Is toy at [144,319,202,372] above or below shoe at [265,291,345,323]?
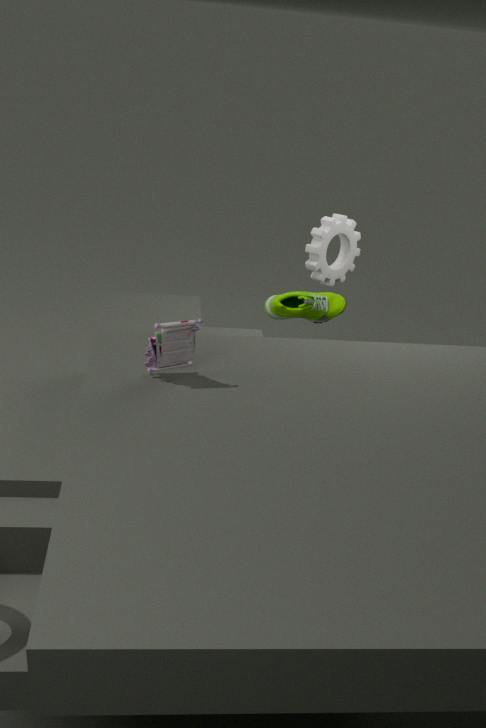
above
